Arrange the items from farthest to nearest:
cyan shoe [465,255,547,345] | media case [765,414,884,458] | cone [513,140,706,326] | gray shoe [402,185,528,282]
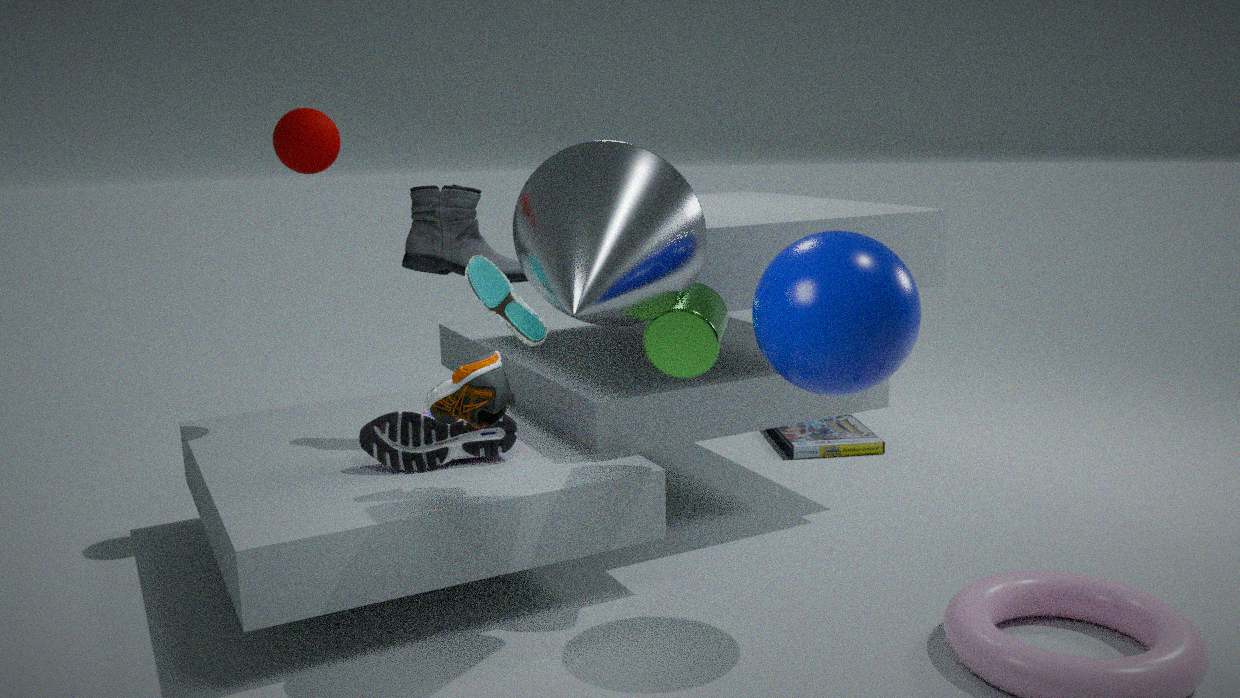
media case [765,414,884,458]
gray shoe [402,185,528,282]
cyan shoe [465,255,547,345]
cone [513,140,706,326]
